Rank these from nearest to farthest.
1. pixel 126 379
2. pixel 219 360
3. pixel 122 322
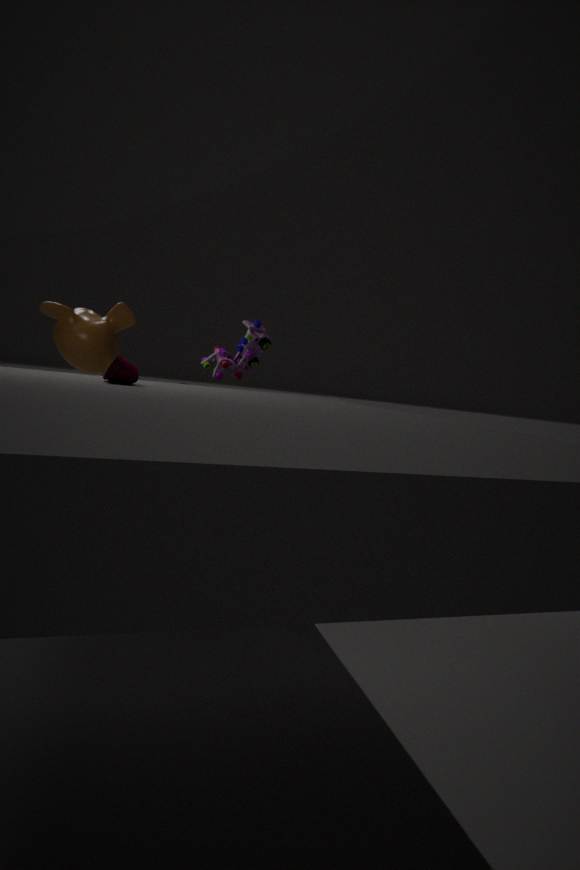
pixel 126 379 → pixel 219 360 → pixel 122 322
